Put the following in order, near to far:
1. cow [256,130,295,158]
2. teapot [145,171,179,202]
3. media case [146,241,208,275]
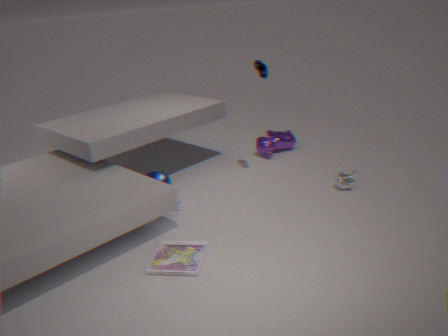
1. media case [146,241,208,275]
2. teapot [145,171,179,202]
3. cow [256,130,295,158]
